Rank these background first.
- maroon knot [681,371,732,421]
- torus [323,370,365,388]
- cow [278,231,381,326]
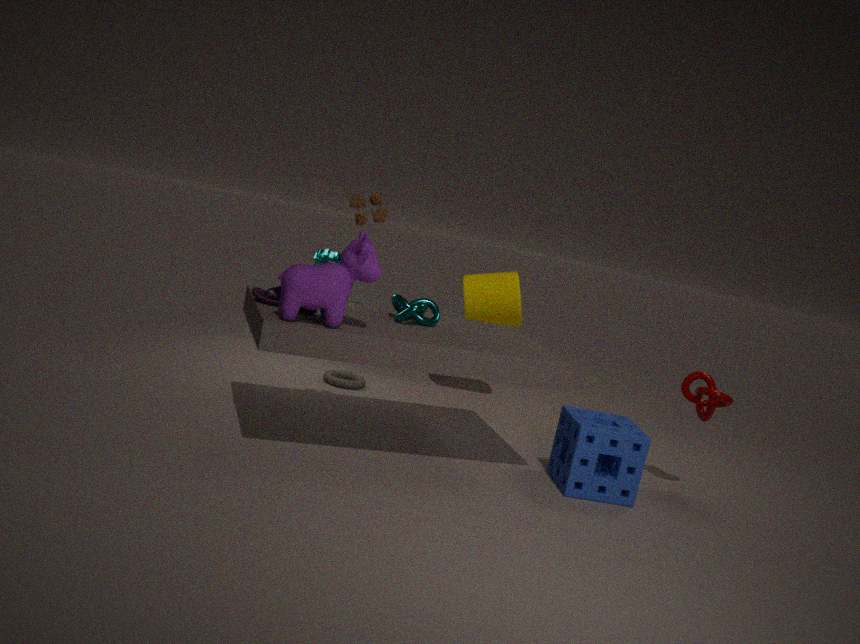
torus [323,370,365,388] → maroon knot [681,371,732,421] → cow [278,231,381,326]
